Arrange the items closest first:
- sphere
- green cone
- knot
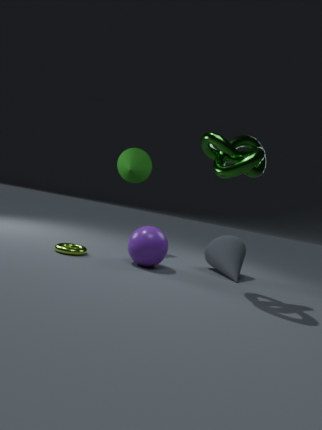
knot < sphere < green cone
